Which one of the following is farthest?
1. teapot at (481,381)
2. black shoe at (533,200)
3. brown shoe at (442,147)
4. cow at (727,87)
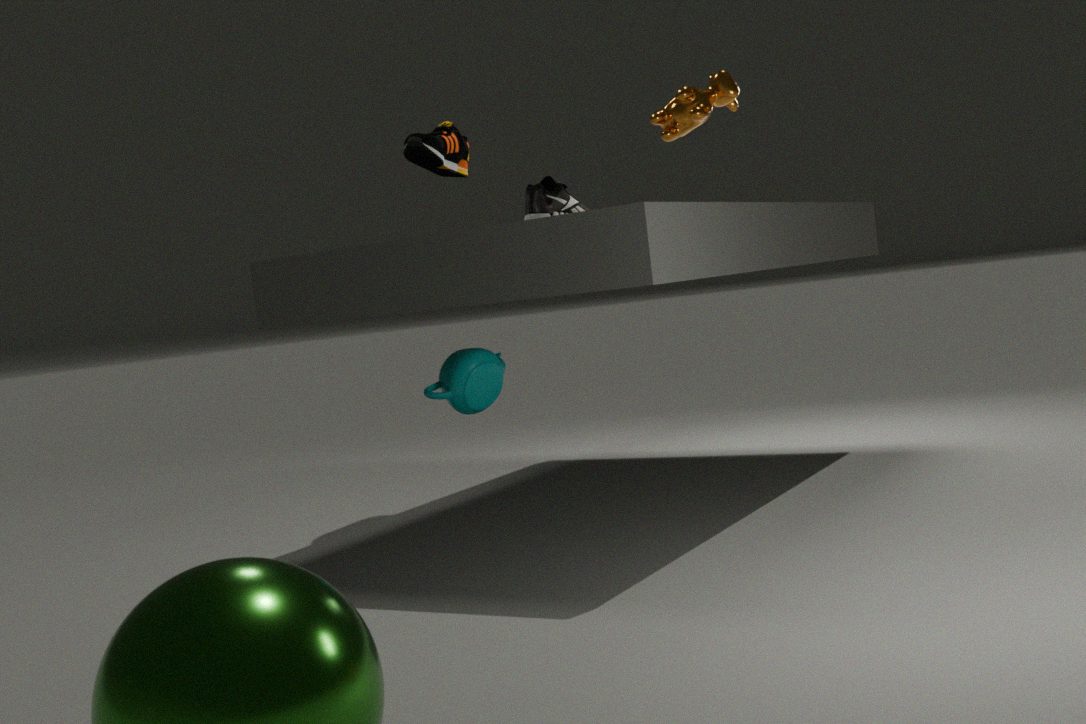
brown shoe at (442,147)
